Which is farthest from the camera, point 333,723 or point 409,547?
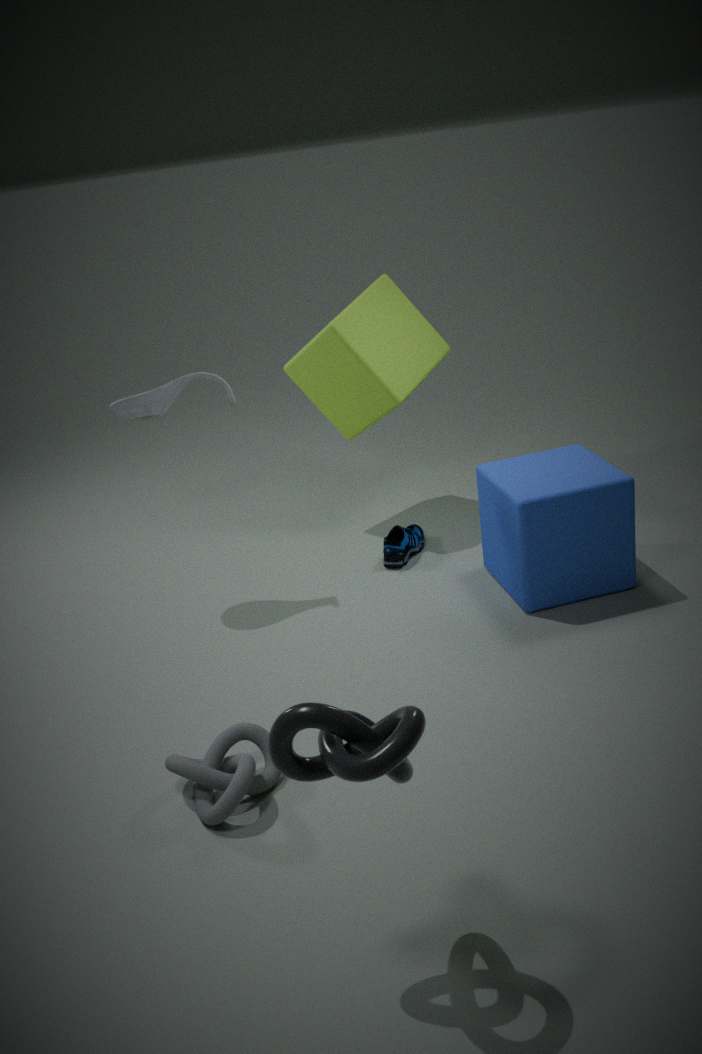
point 409,547
